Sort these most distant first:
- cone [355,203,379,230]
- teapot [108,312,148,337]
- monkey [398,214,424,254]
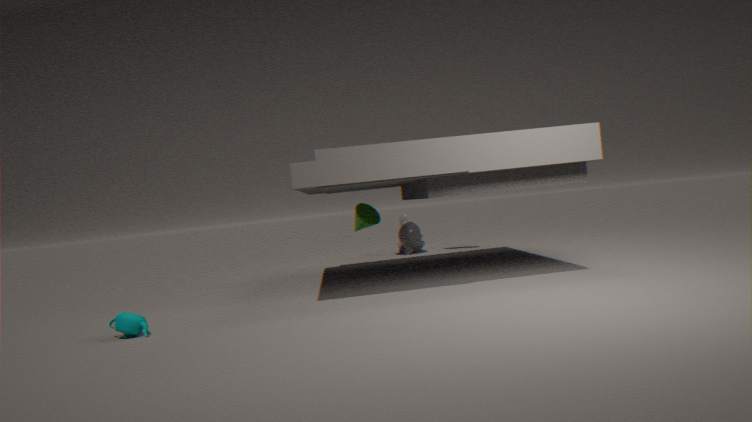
monkey [398,214,424,254], cone [355,203,379,230], teapot [108,312,148,337]
